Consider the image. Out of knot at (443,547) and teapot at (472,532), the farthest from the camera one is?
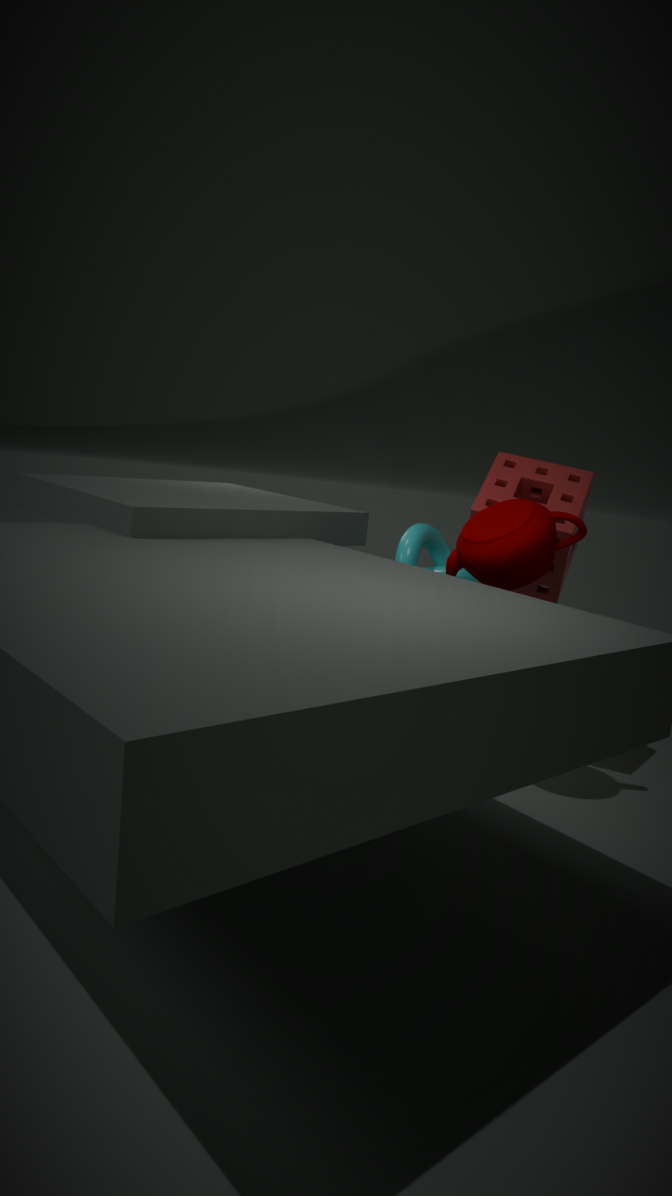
knot at (443,547)
